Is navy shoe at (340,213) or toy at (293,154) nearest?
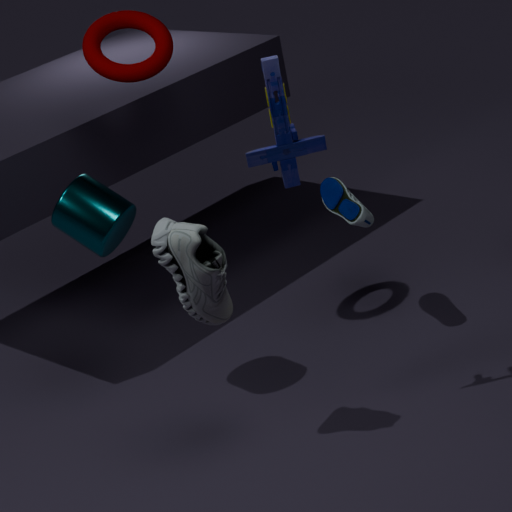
toy at (293,154)
